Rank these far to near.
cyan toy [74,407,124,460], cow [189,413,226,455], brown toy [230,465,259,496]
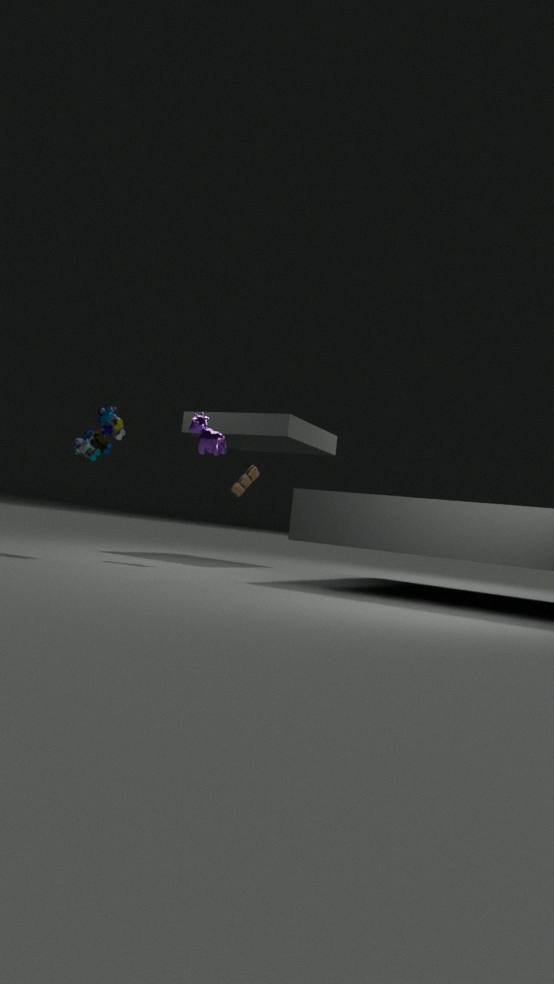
brown toy [230,465,259,496] < cow [189,413,226,455] < cyan toy [74,407,124,460]
